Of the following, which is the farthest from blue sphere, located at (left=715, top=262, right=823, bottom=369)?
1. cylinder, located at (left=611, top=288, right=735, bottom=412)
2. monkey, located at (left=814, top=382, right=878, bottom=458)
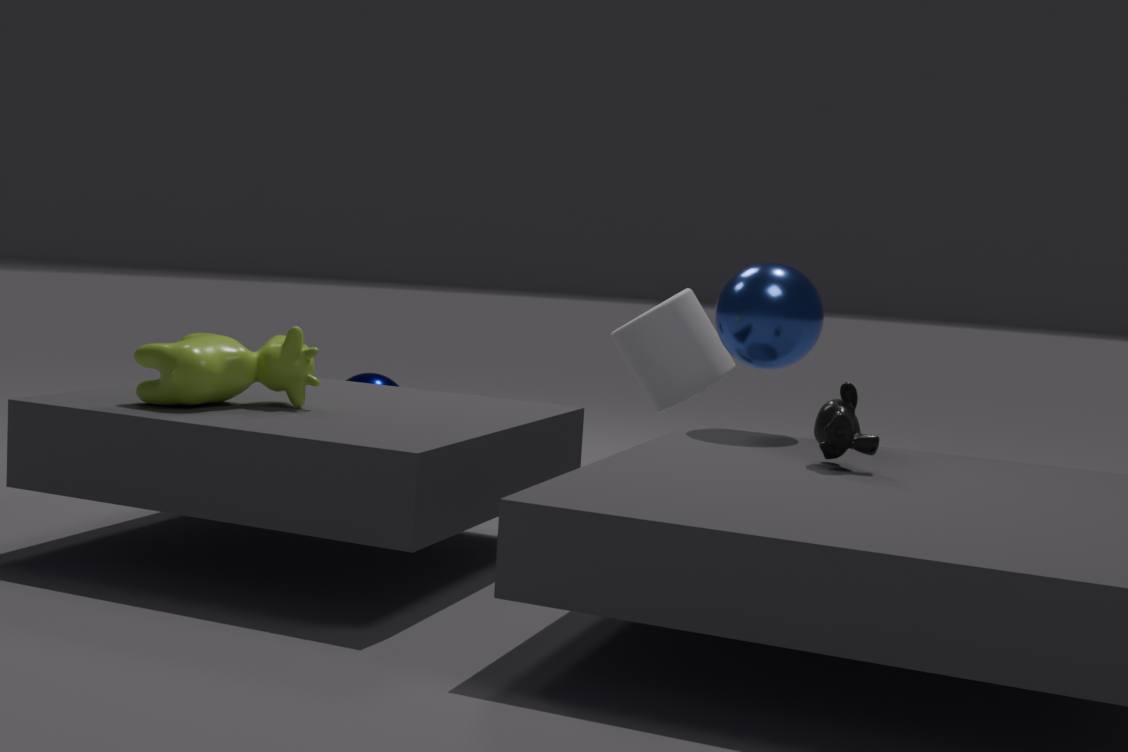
monkey, located at (left=814, top=382, right=878, bottom=458)
